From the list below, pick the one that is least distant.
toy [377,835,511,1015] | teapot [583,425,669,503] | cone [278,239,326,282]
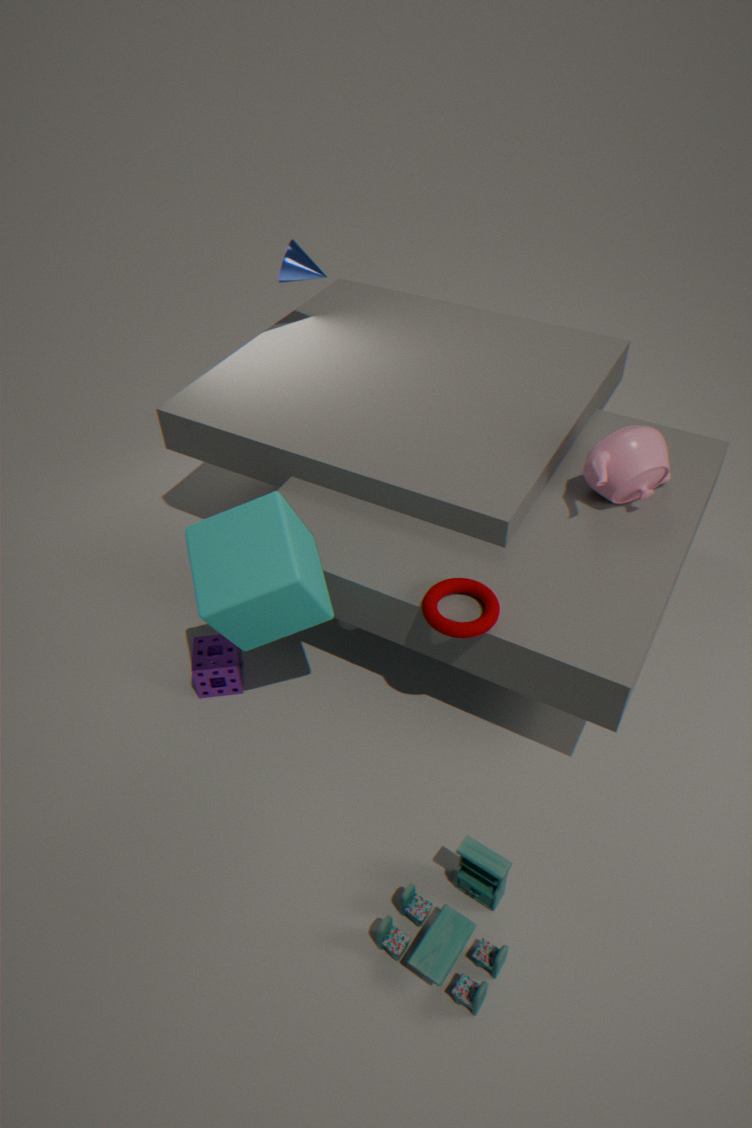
toy [377,835,511,1015]
